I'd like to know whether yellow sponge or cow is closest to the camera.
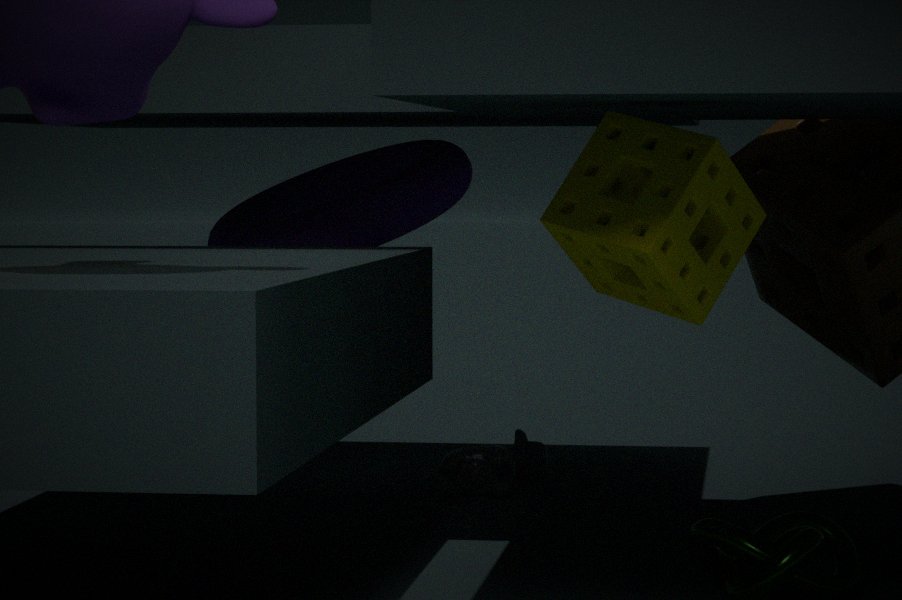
yellow sponge
